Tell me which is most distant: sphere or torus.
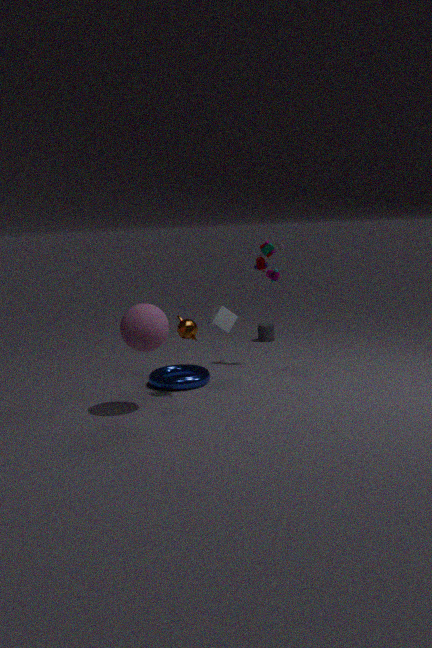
torus
